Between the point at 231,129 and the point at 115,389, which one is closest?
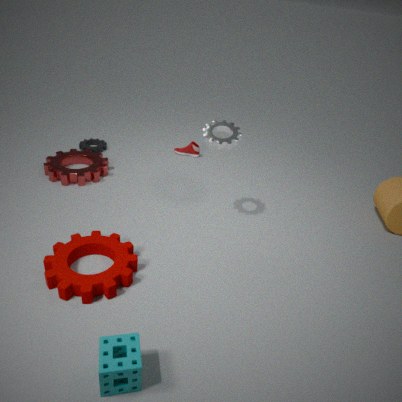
the point at 115,389
